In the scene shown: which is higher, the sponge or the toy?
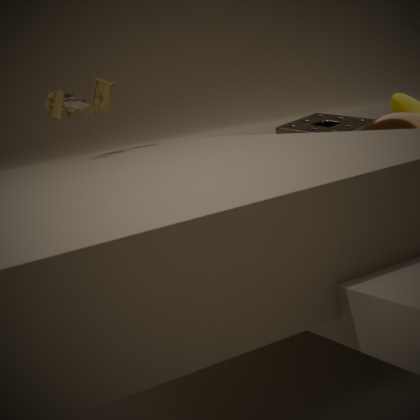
the toy
